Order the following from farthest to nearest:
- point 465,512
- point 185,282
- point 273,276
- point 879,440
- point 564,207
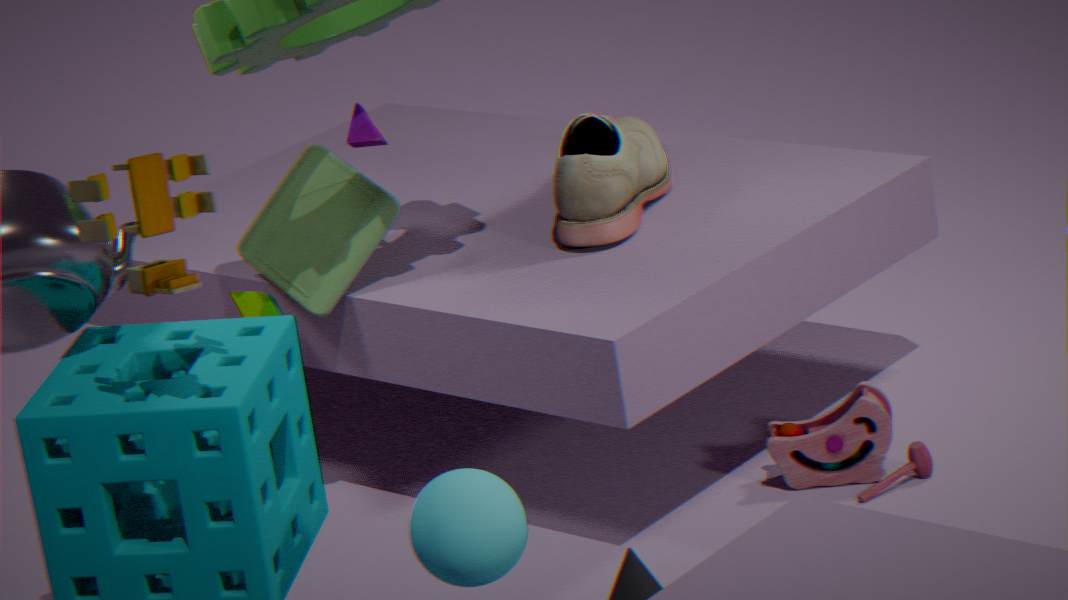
point 273,276
point 564,207
point 879,440
point 465,512
point 185,282
